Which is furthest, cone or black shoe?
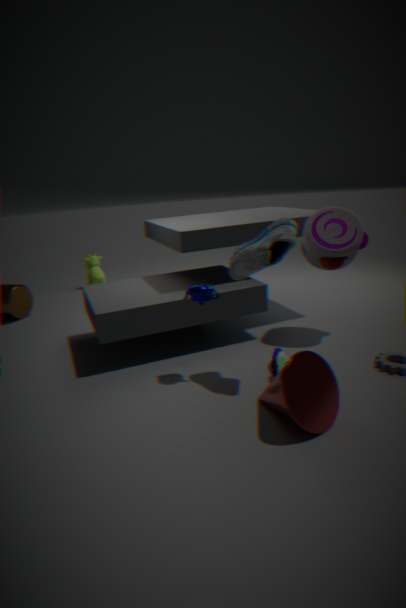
black shoe
